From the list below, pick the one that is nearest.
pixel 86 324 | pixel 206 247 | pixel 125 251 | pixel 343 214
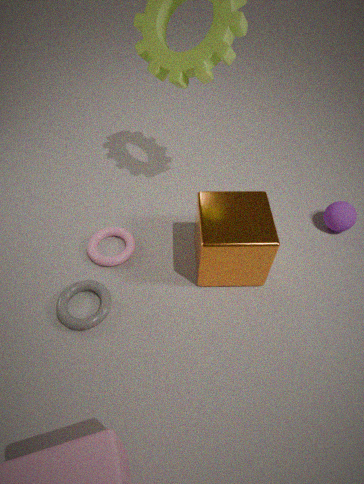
pixel 206 247
